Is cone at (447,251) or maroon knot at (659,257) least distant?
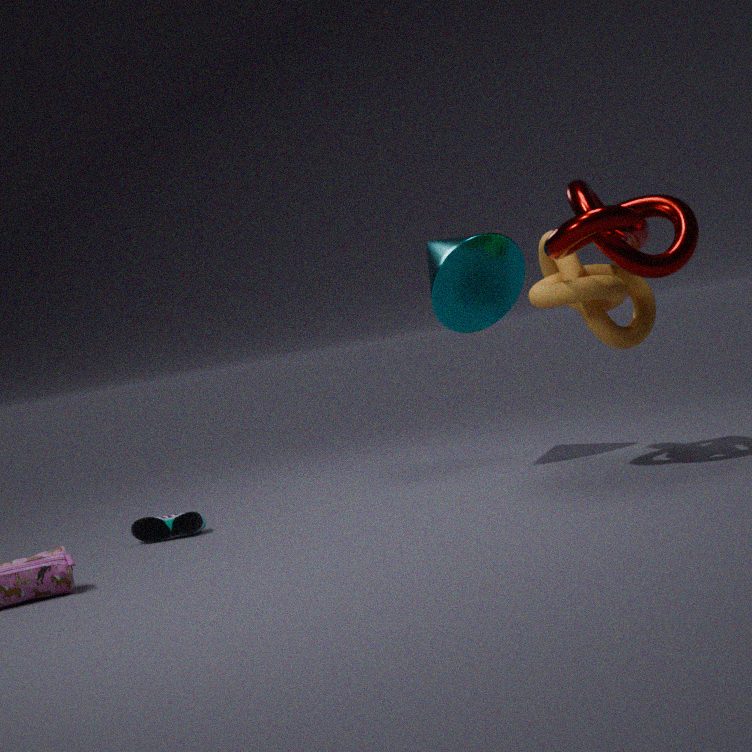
maroon knot at (659,257)
